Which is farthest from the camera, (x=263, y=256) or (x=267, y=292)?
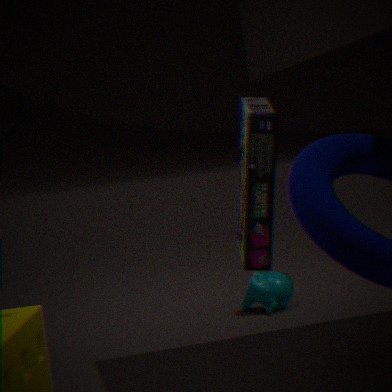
(x=267, y=292)
